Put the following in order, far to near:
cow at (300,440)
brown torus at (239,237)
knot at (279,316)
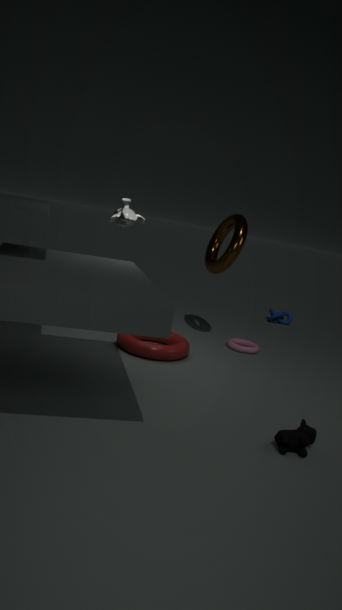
knot at (279,316)
brown torus at (239,237)
cow at (300,440)
